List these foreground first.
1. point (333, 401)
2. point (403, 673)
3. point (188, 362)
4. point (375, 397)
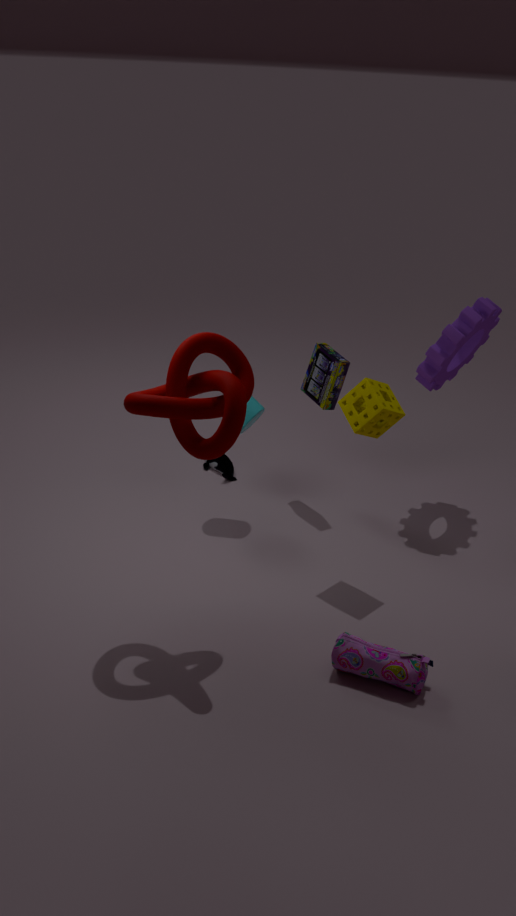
point (403, 673) < point (188, 362) < point (375, 397) < point (333, 401)
